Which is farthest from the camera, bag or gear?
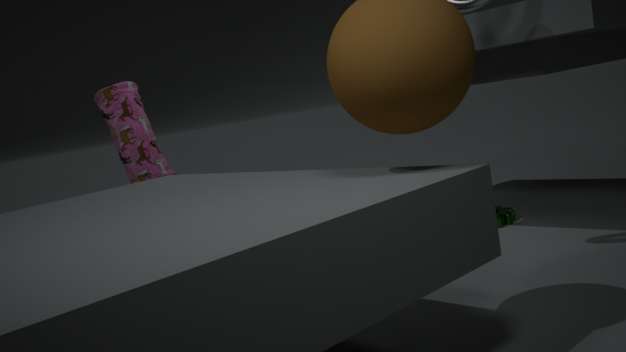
bag
